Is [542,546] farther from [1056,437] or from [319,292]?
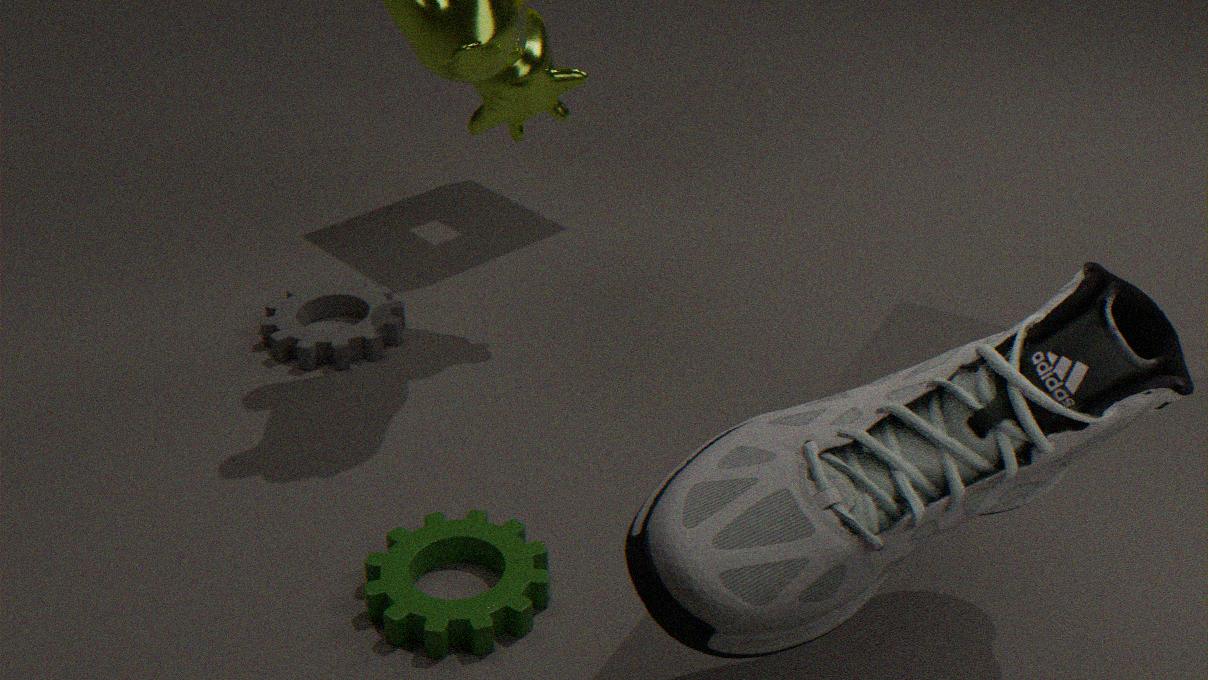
[1056,437]
